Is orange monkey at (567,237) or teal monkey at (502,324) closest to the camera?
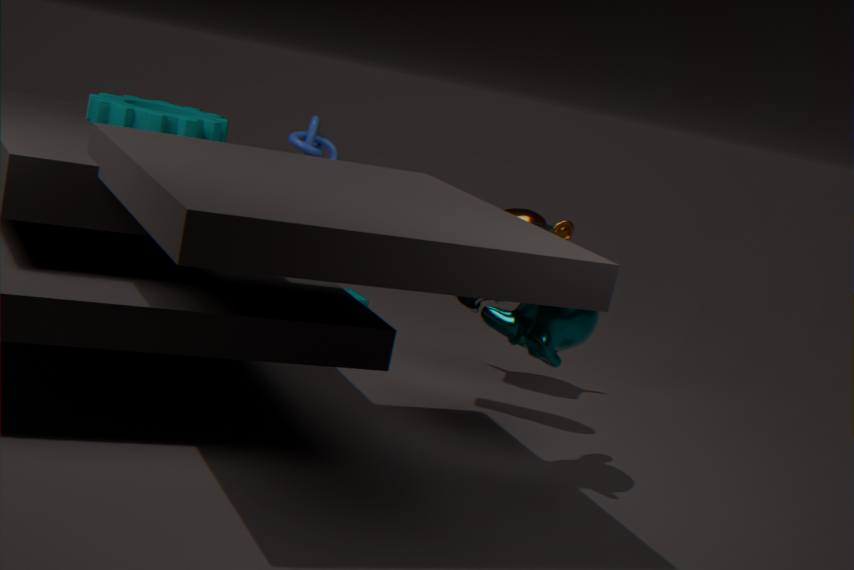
teal monkey at (502,324)
